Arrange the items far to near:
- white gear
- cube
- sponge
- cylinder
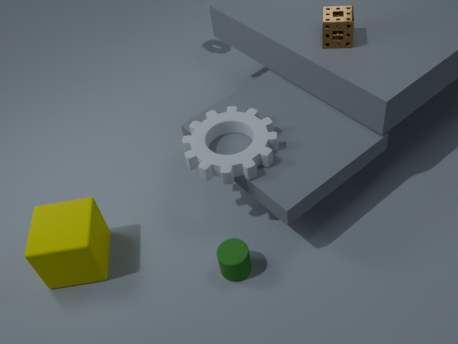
sponge → white gear → cylinder → cube
